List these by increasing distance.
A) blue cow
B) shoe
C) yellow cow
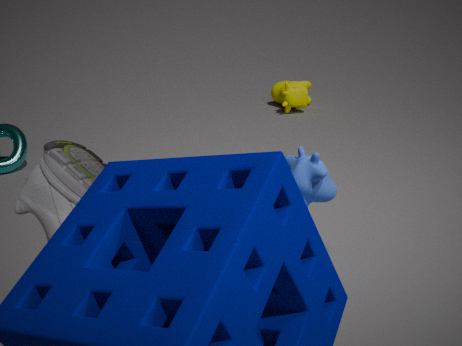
1. shoe
2. blue cow
3. yellow cow
